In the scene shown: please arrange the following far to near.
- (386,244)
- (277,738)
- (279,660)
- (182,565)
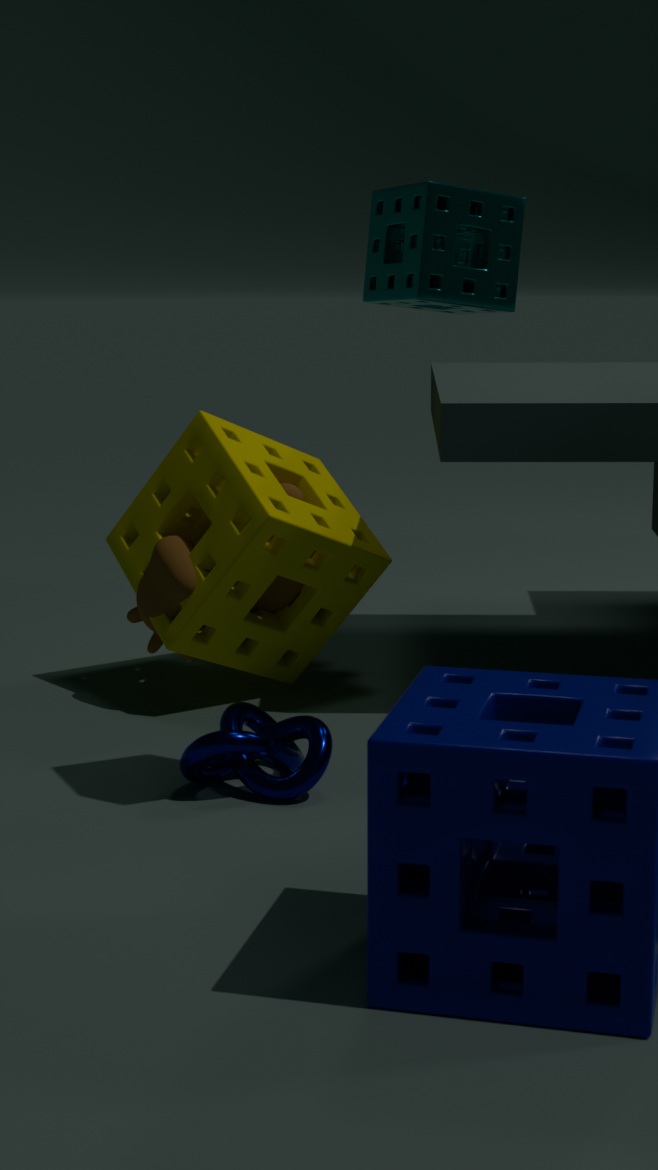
1. (279,660)
2. (182,565)
3. (277,738)
4. (386,244)
